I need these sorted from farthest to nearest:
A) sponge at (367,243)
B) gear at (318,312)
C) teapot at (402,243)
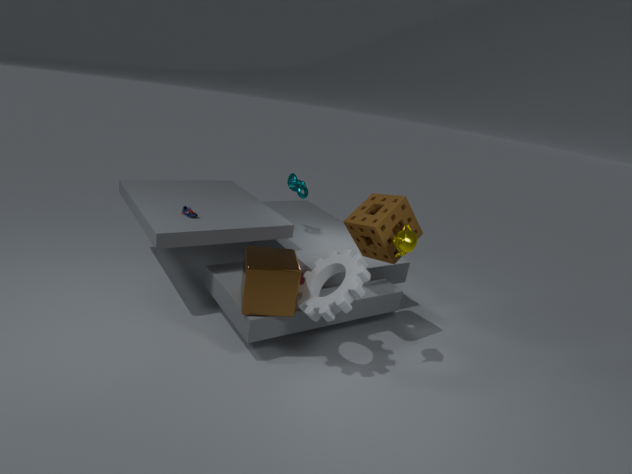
sponge at (367,243) < teapot at (402,243) < gear at (318,312)
